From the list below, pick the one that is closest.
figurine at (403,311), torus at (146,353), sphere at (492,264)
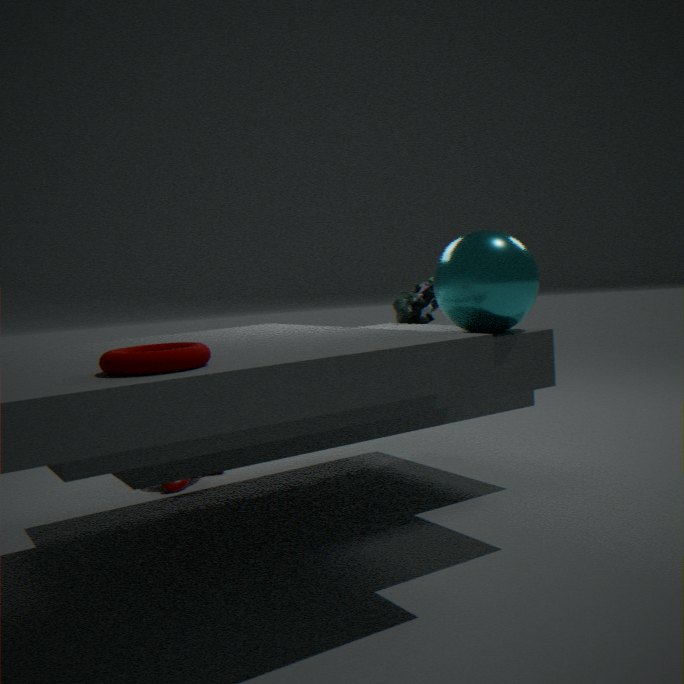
torus at (146,353)
